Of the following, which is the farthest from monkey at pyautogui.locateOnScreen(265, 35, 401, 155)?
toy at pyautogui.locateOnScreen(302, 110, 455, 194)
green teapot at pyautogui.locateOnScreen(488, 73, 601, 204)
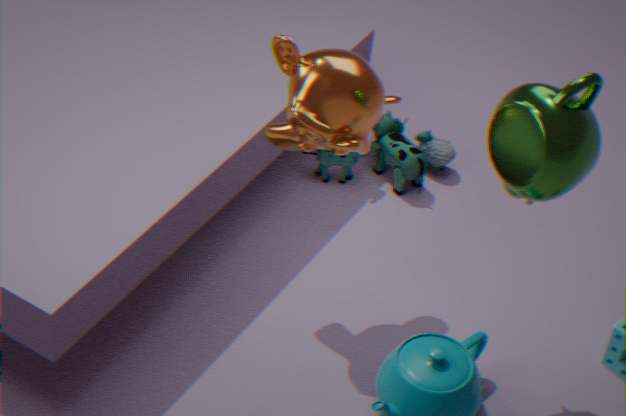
toy at pyautogui.locateOnScreen(302, 110, 455, 194)
